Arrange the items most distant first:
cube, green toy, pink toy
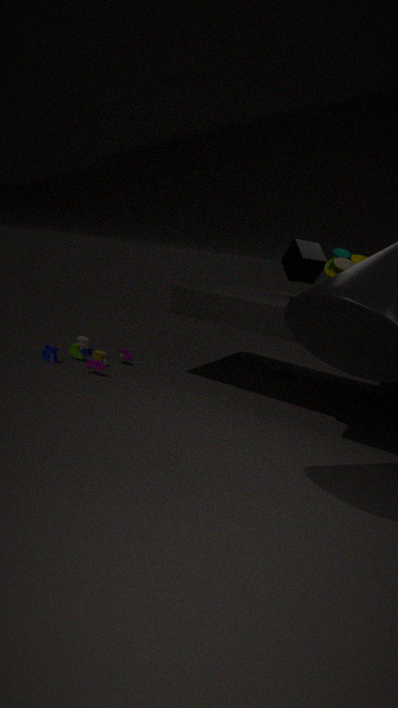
cube → pink toy → green toy
